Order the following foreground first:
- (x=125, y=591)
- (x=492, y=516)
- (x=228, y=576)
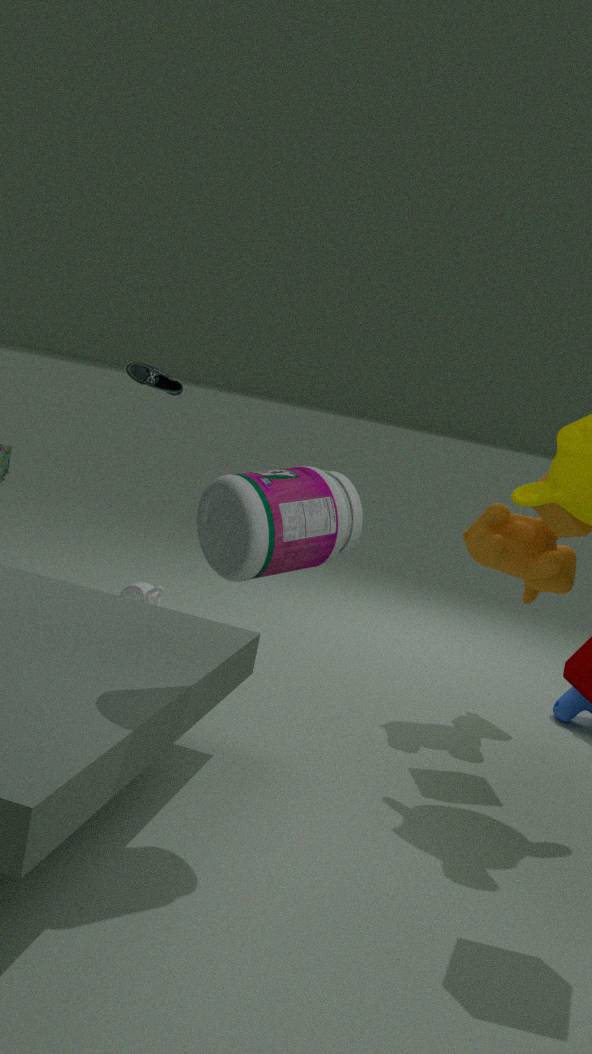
1. (x=228, y=576)
2. (x=492, y=516)
3. (x=125, y=591)
